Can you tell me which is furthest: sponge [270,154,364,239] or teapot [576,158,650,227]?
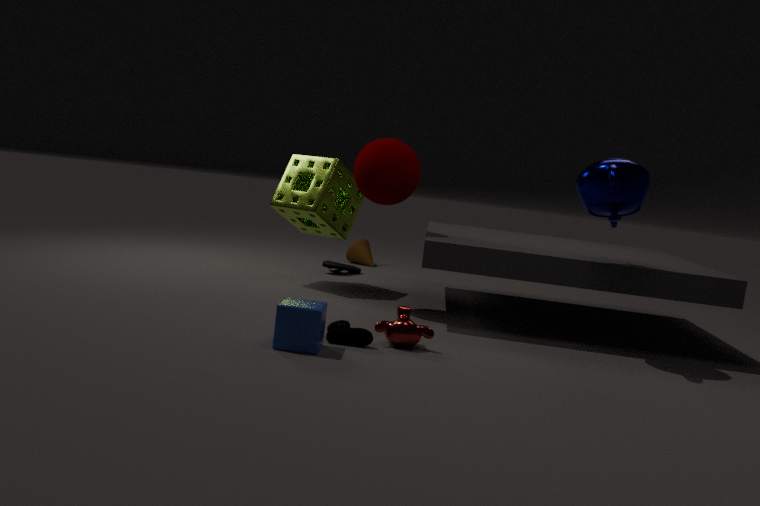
sponge [270,154,364,239]
